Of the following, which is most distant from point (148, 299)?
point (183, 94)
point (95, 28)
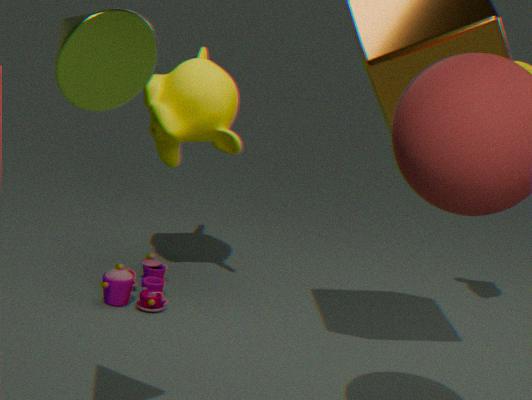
point (95, 28)
